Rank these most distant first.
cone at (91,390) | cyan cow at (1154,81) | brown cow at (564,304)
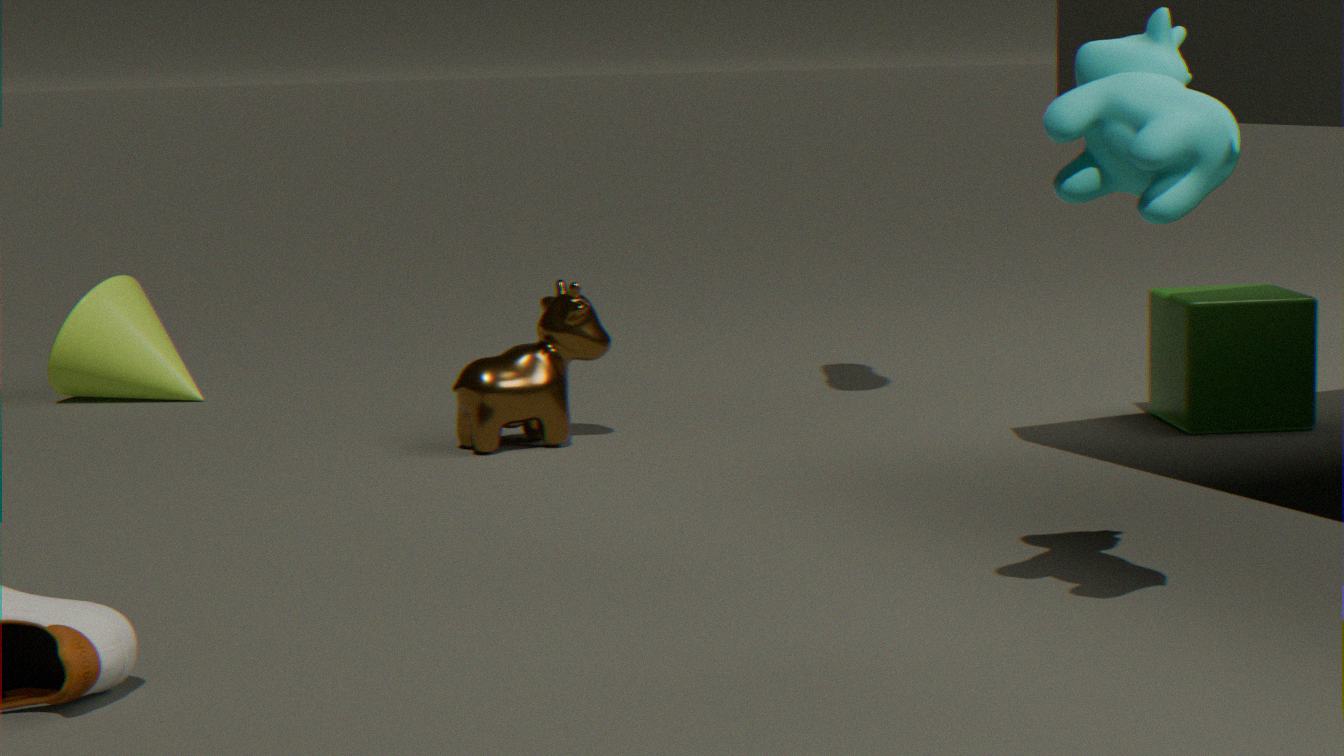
cone at (91,390)
brown cow at (564,304)
cyan cow at (1154,81)
